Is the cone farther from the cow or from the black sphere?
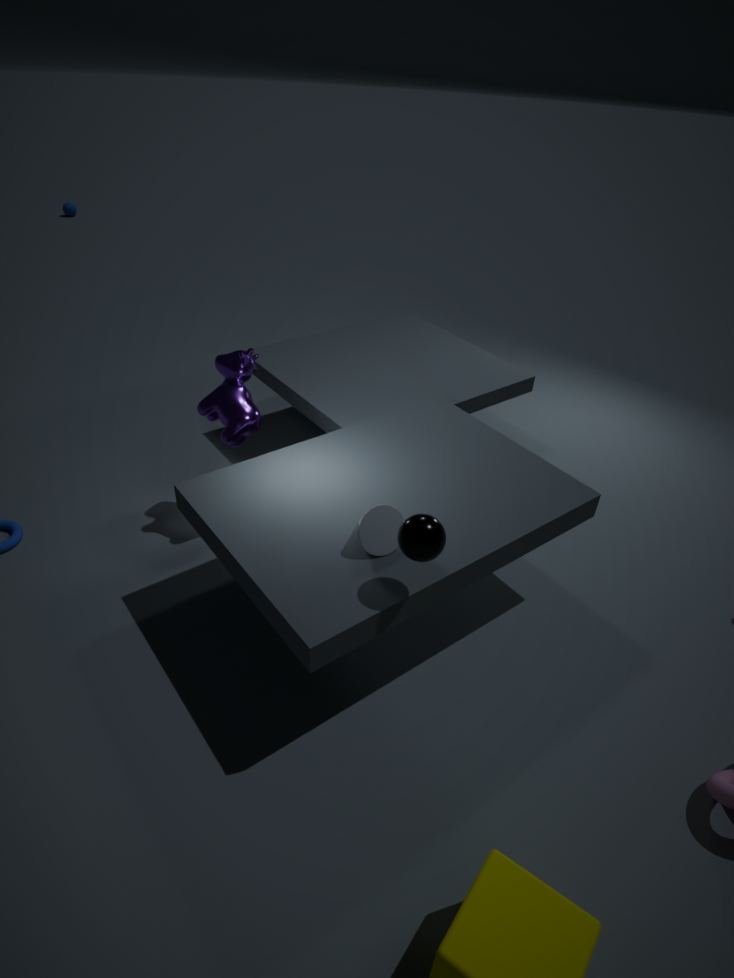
the cow
